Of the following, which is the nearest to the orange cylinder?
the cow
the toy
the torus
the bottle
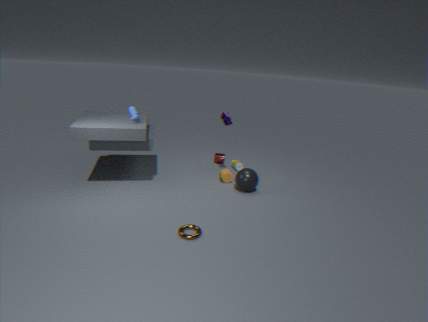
the bottle
